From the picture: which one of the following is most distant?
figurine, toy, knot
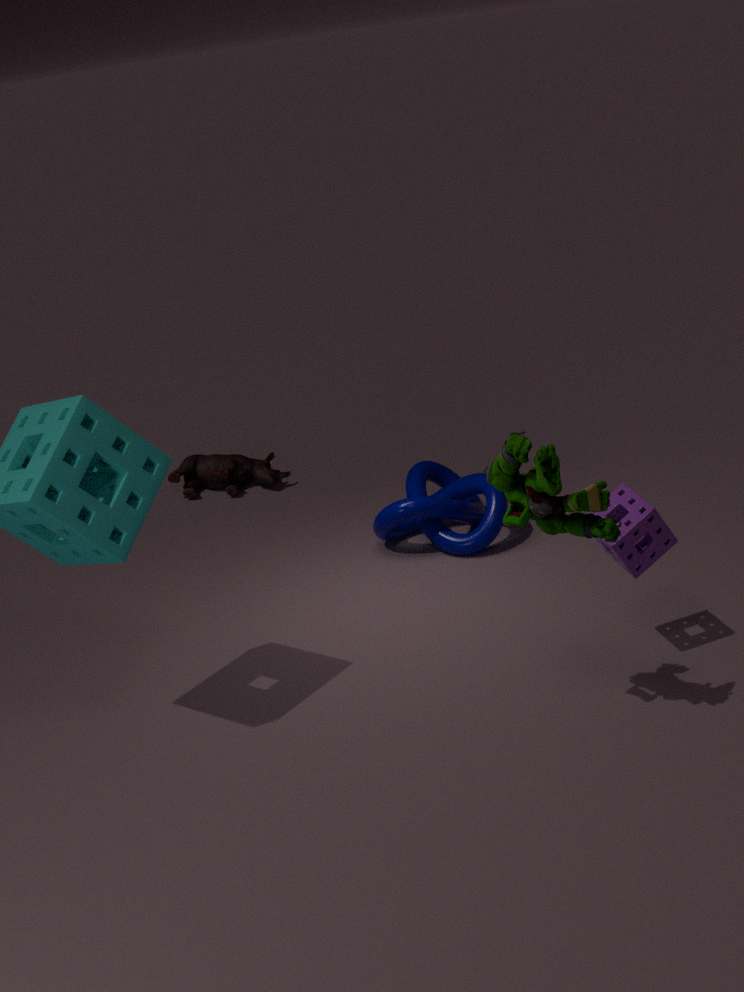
toy
